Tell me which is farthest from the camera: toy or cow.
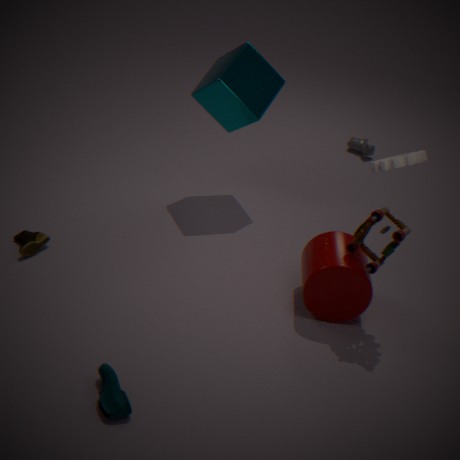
cow
